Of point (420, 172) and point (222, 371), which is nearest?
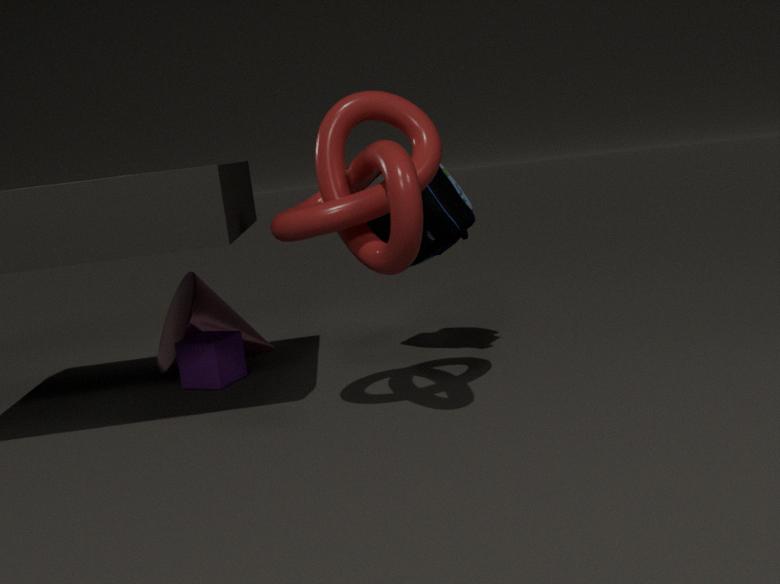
point (420, 172)
